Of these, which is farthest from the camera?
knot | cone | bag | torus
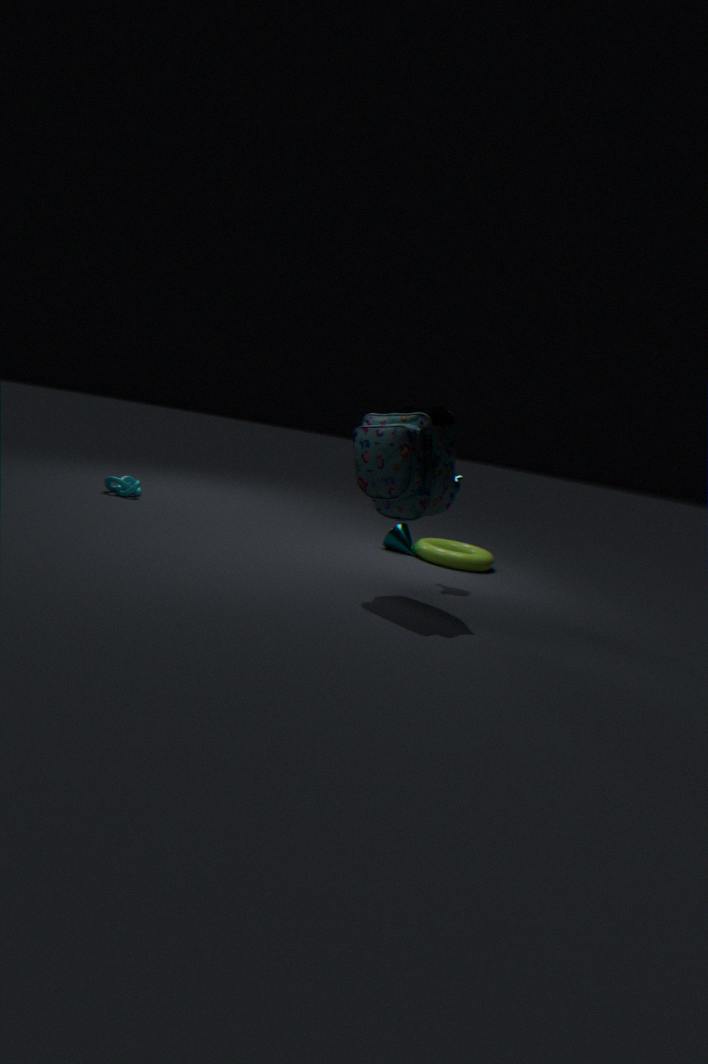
knot
